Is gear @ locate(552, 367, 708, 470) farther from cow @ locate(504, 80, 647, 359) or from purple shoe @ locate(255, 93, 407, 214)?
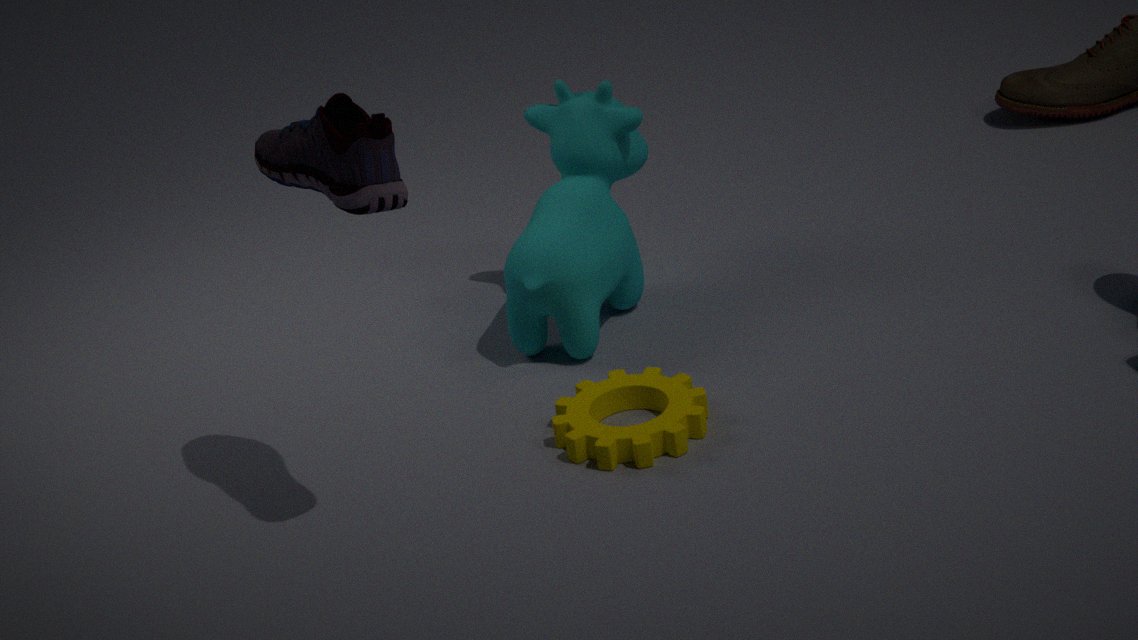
purple shoe @ locate(255, 93, 407, 214)
